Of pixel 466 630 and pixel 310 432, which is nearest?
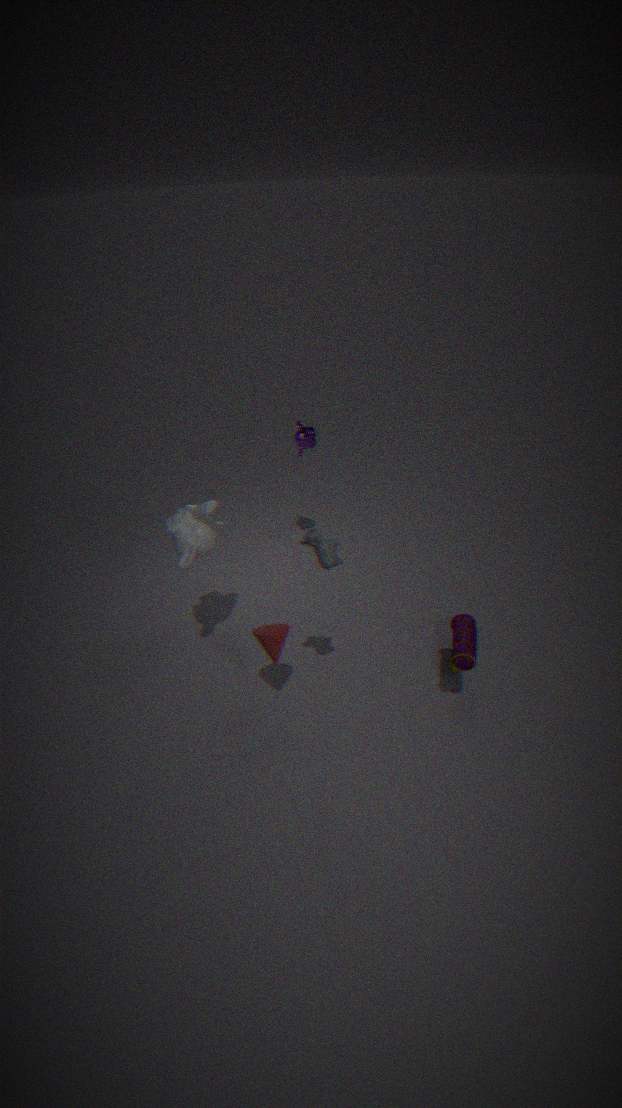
pixel 466 630
